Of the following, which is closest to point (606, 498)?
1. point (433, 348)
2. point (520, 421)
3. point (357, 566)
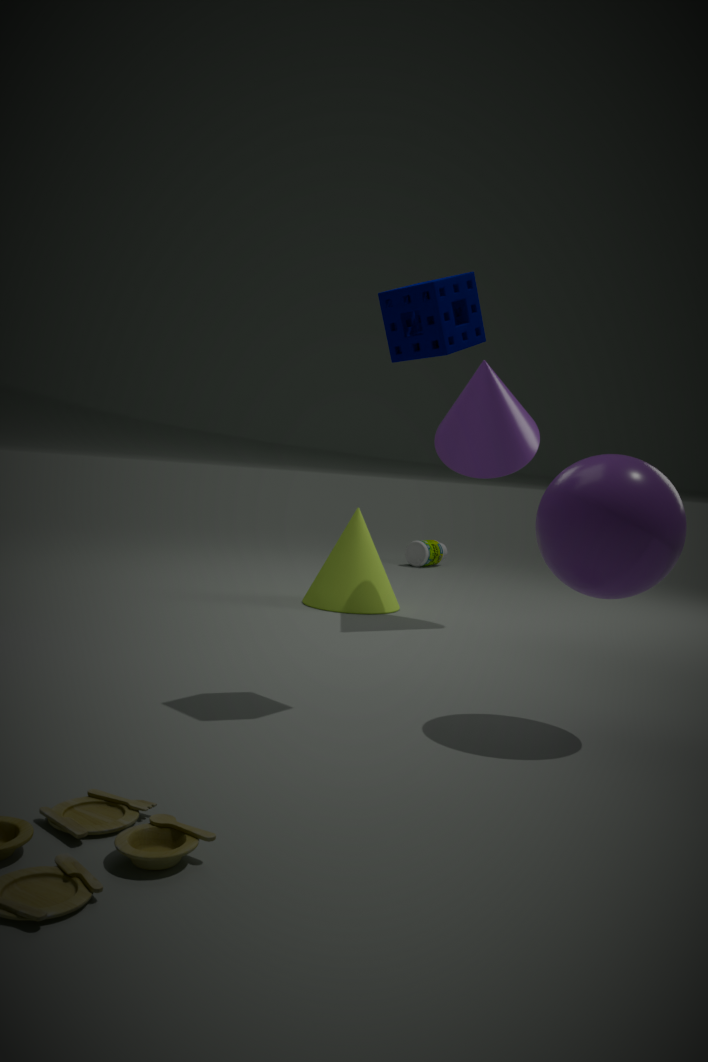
point (433, 348)
